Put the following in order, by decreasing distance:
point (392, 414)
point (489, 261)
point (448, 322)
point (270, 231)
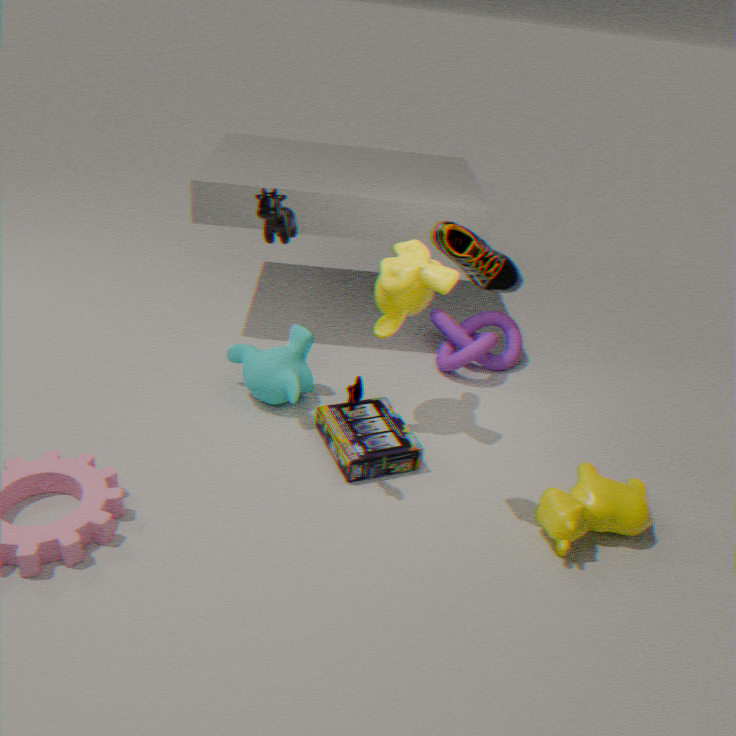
point (448, 322), point (392, 414), point (270, 231), point (489, 261)
